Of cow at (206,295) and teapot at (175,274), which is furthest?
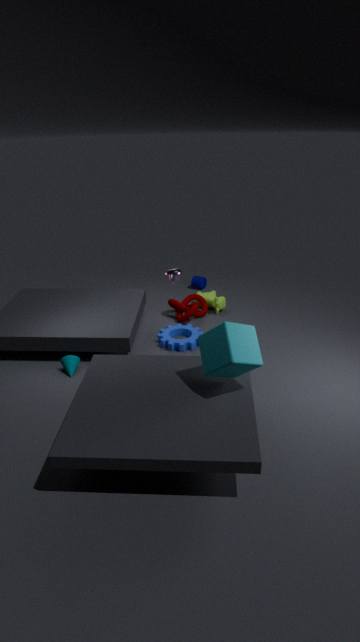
cow at (206,295)
